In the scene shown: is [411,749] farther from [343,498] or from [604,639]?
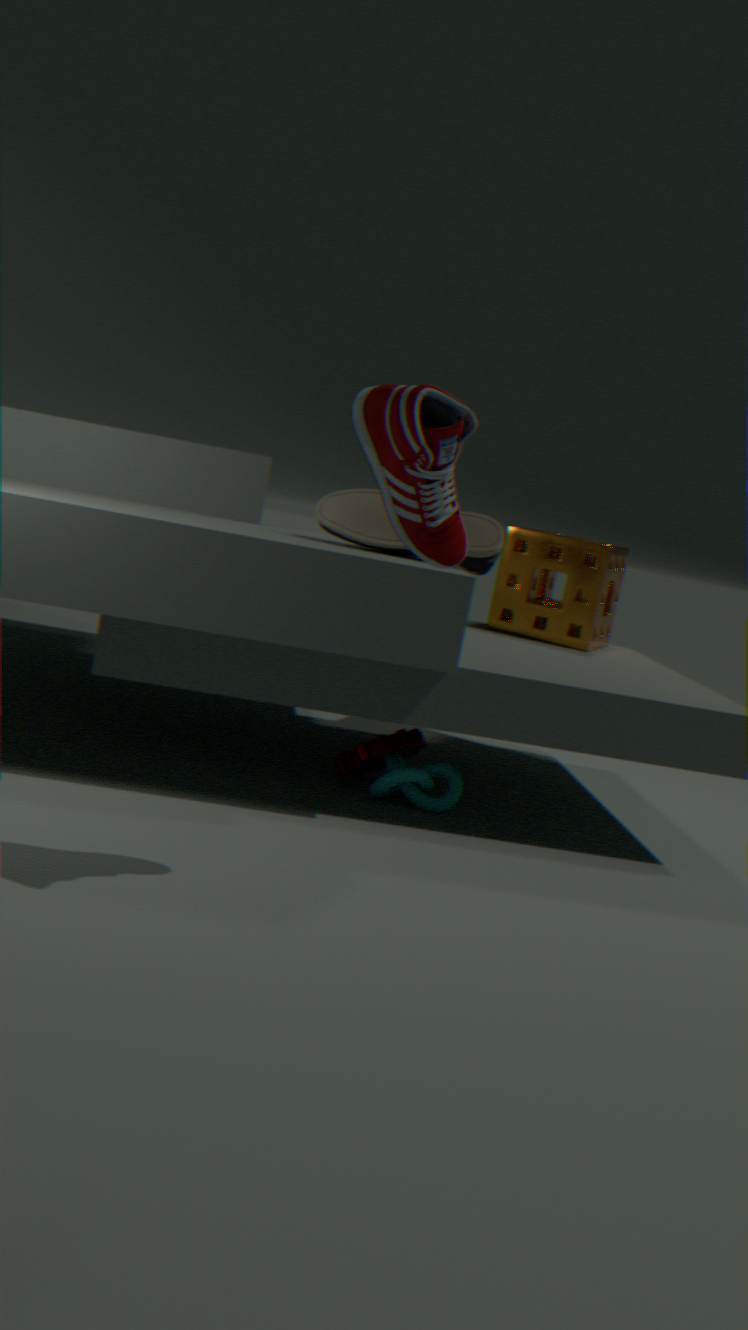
[604,639]
